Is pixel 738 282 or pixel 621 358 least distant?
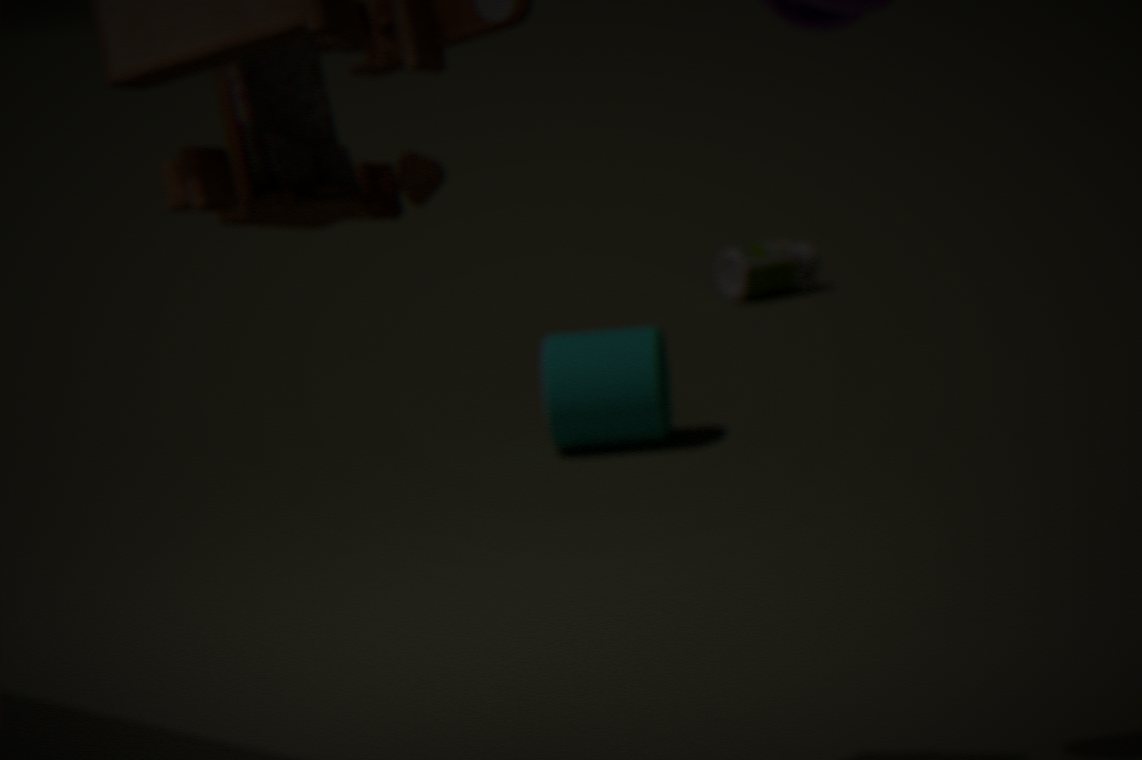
pixel 621 358
